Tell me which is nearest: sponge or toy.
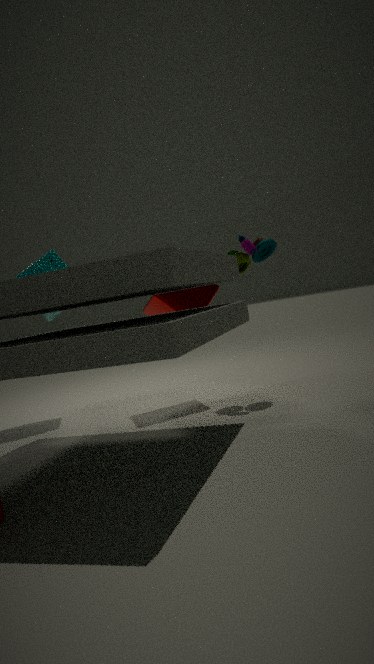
toy
